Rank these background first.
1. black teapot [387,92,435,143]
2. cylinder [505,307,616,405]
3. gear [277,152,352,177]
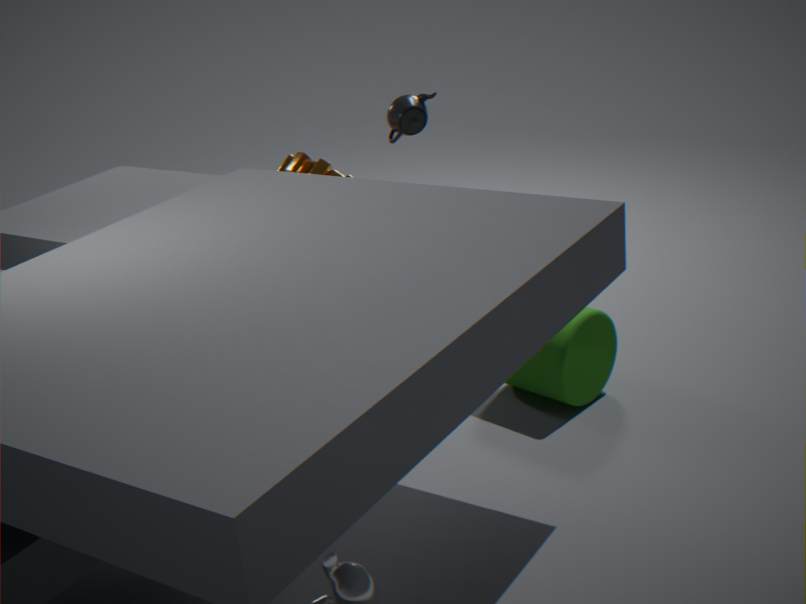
gear [277,152,352,177], black teapot [387,92,435,143], cylinder [505,307,616,405]
